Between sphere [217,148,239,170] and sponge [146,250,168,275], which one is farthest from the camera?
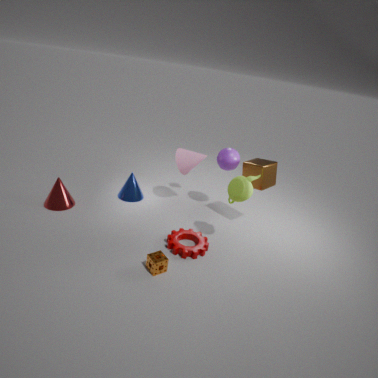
sphere [217,148,239,170]
